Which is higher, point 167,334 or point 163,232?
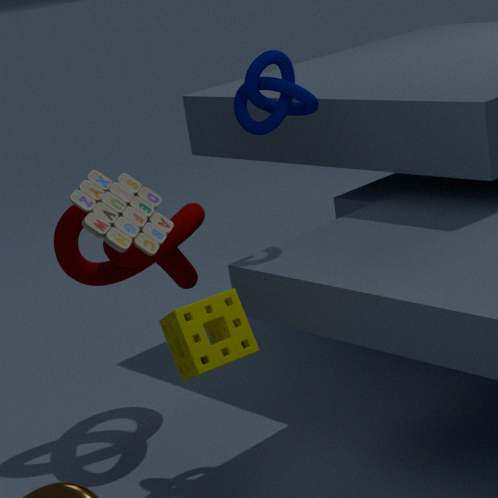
point 163,232
